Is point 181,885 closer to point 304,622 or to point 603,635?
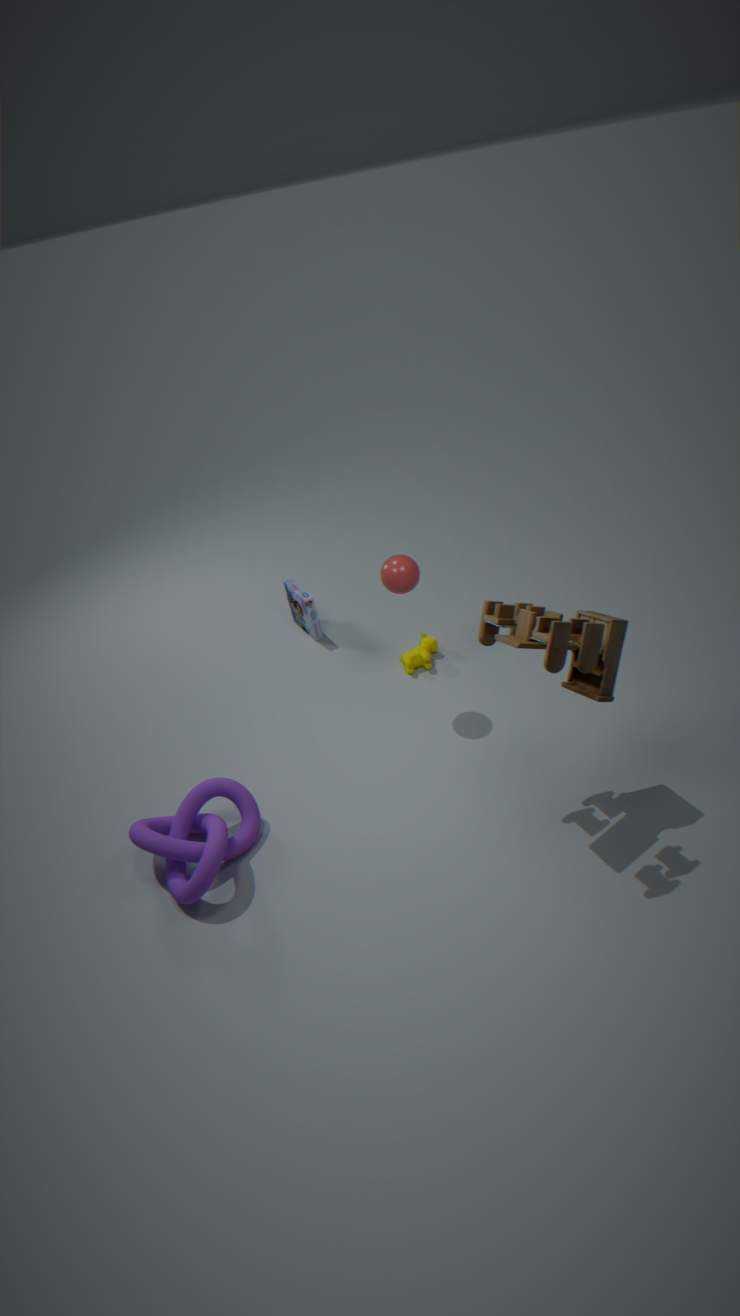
point 304,622
